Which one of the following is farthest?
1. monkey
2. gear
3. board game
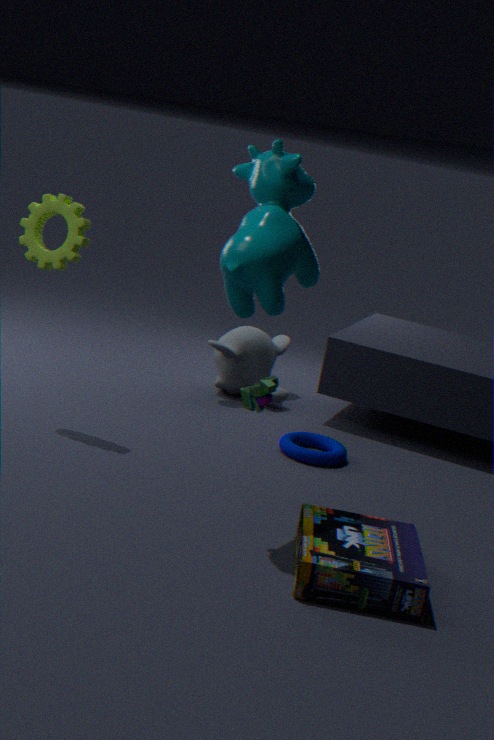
monkey
